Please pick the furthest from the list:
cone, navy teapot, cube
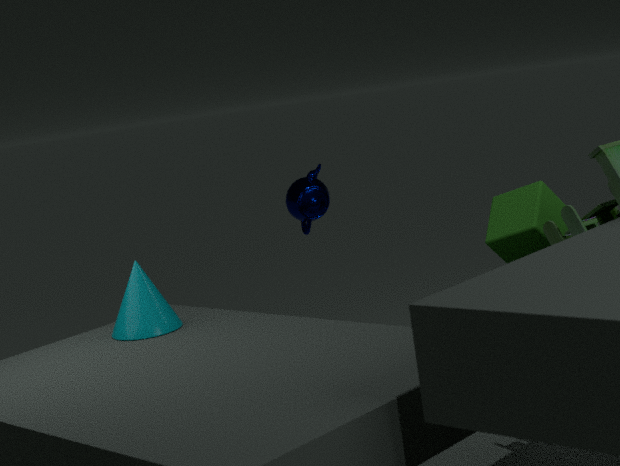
navy teapot
